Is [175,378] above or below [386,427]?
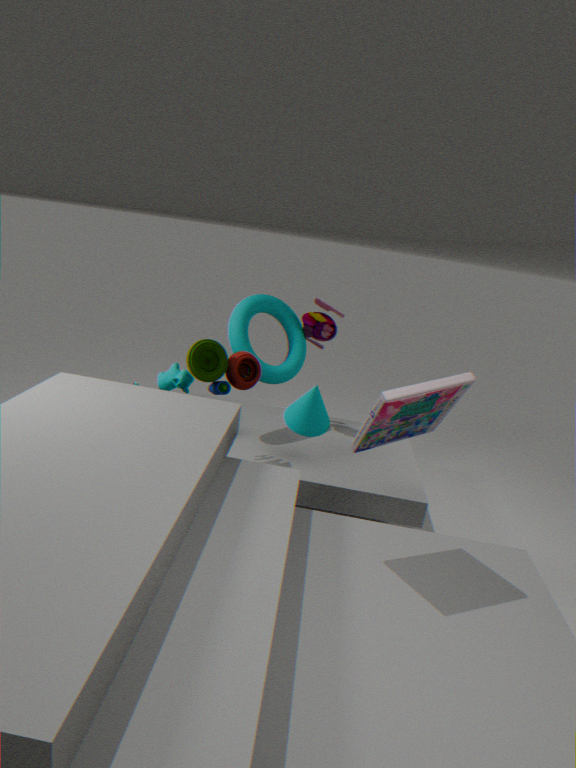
below
